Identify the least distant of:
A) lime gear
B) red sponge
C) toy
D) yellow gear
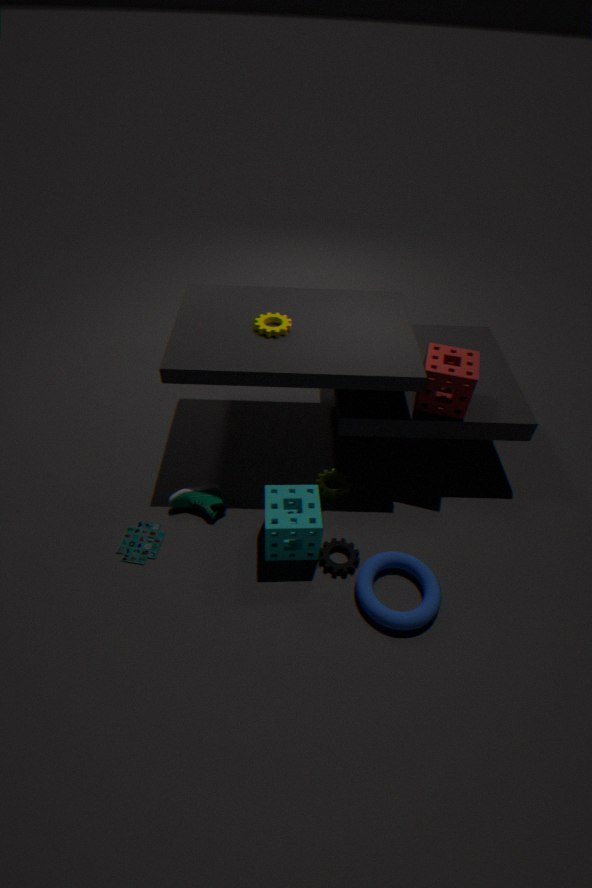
toy
